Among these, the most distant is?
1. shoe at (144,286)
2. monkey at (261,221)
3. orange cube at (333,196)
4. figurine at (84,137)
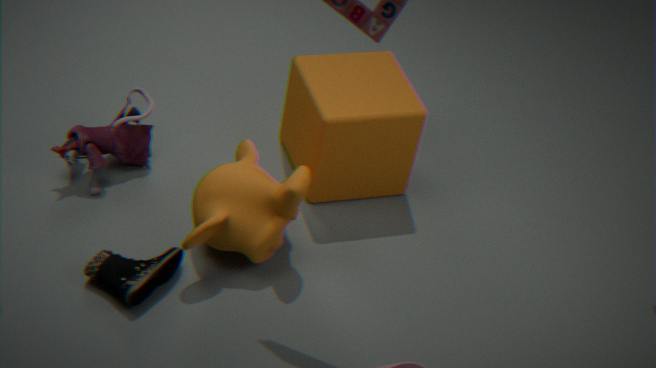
orange cube at (333,196)
